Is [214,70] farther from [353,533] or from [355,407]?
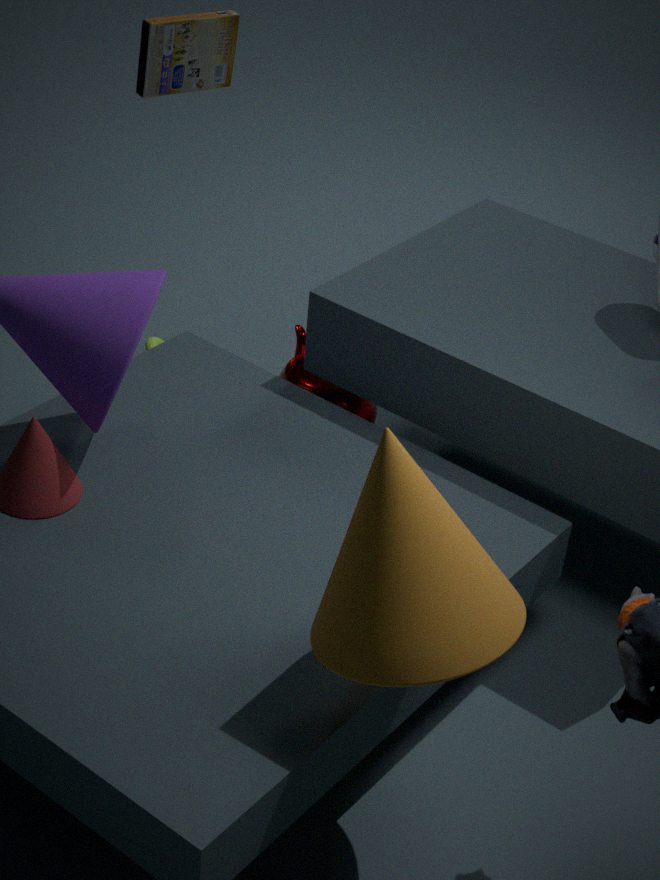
[353,533]
